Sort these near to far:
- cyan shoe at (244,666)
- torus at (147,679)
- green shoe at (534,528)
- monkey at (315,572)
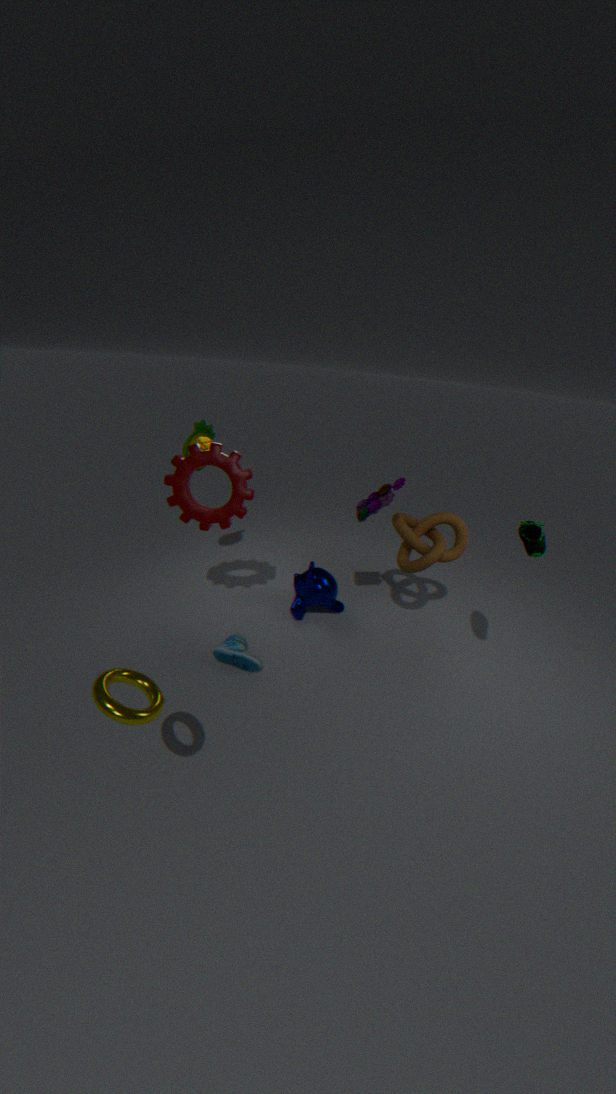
torus at (147,679), green shoe at (534,528), cyan shoe at (244,666), monkey at (315,572)
